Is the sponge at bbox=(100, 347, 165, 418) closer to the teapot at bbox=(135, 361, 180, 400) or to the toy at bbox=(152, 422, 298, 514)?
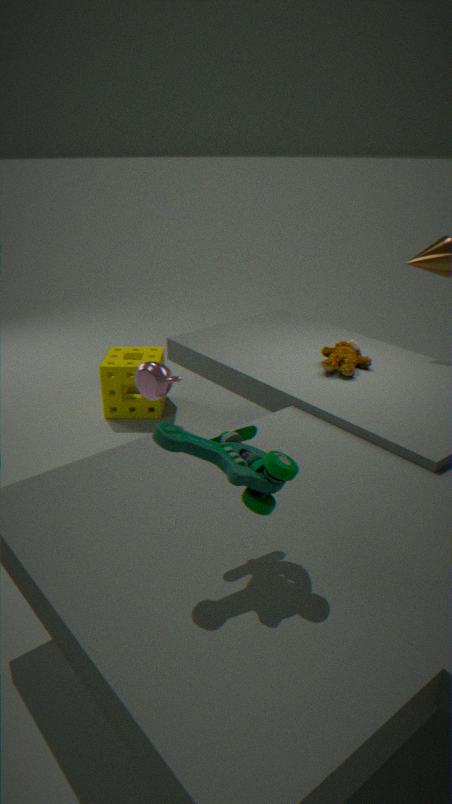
the teapot at bbox=(135, 361, 180, 400)
